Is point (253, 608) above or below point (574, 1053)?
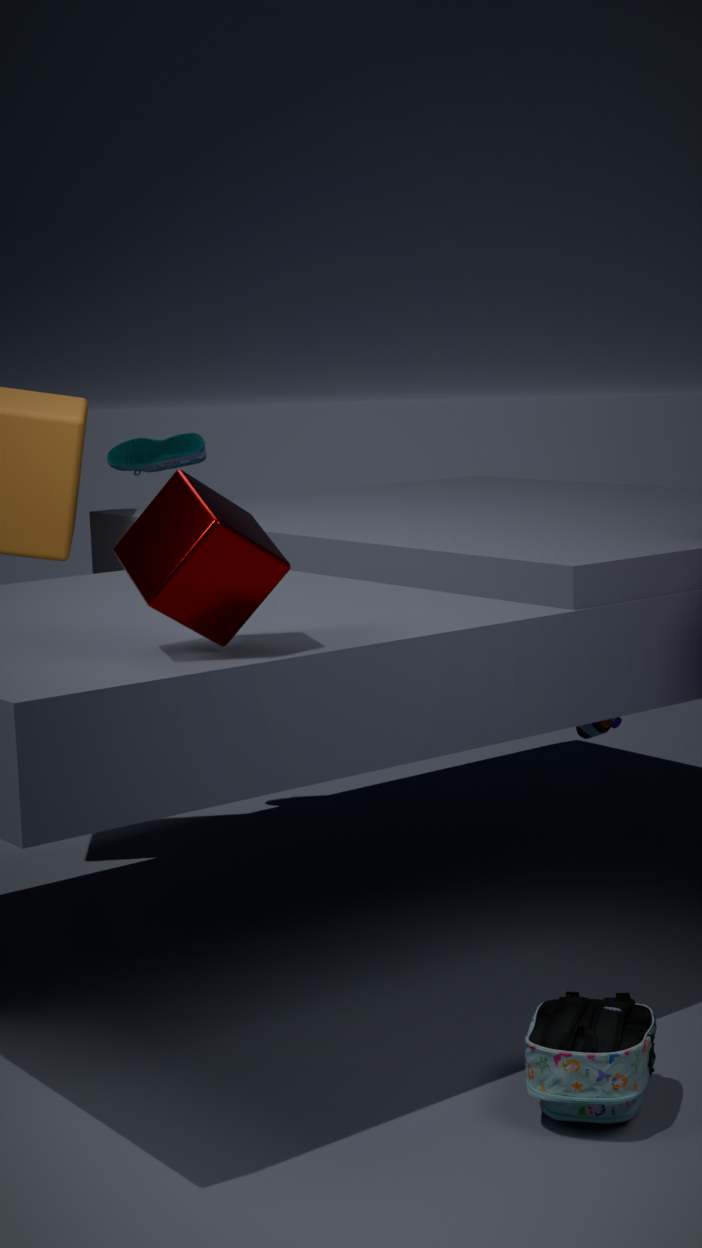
above
